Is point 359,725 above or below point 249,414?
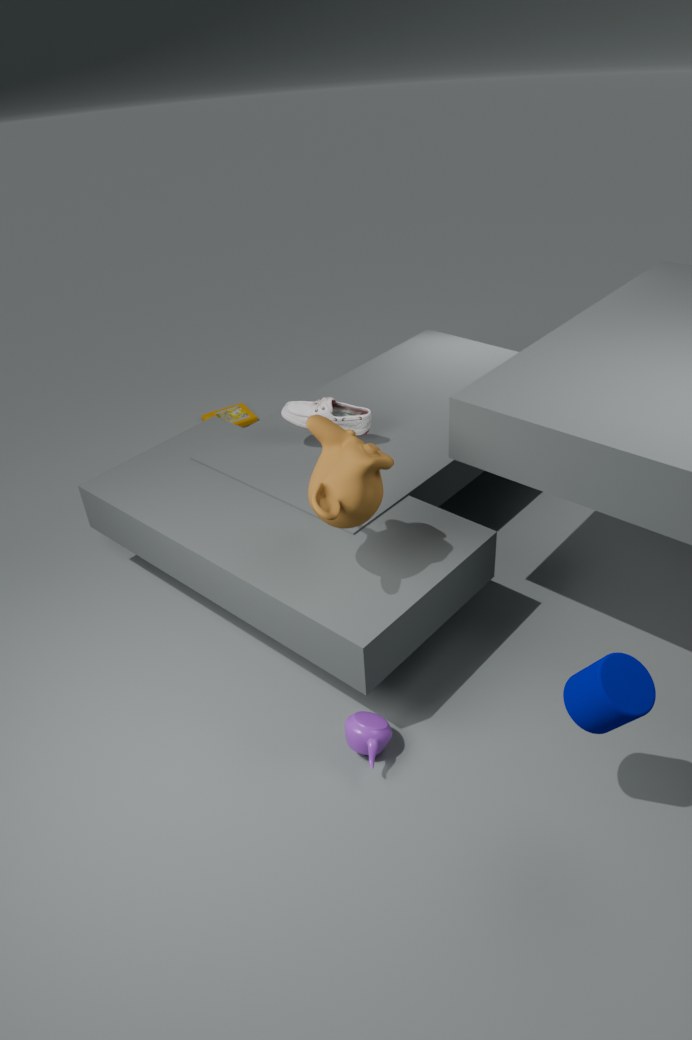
above
